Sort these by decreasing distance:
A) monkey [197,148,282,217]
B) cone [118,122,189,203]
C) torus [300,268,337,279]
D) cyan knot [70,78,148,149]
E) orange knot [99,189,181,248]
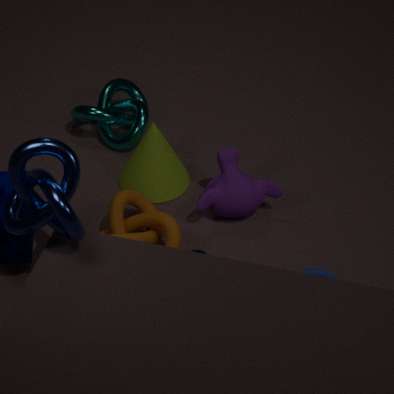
cyan knot [70,78,148,149]
cone [118,122,189,203]
monkey [197,148,282,217]
torus [300,268,337,279]
orange knot [99,189,181,248]
